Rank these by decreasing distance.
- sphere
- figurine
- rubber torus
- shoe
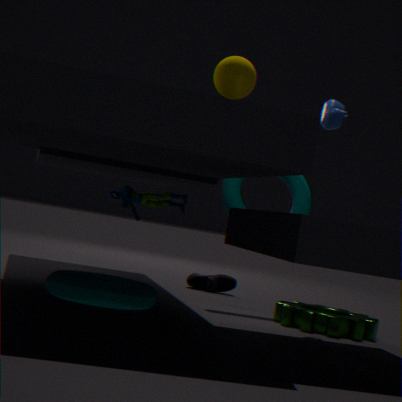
shoe, rubber torus, figurine, sphere
